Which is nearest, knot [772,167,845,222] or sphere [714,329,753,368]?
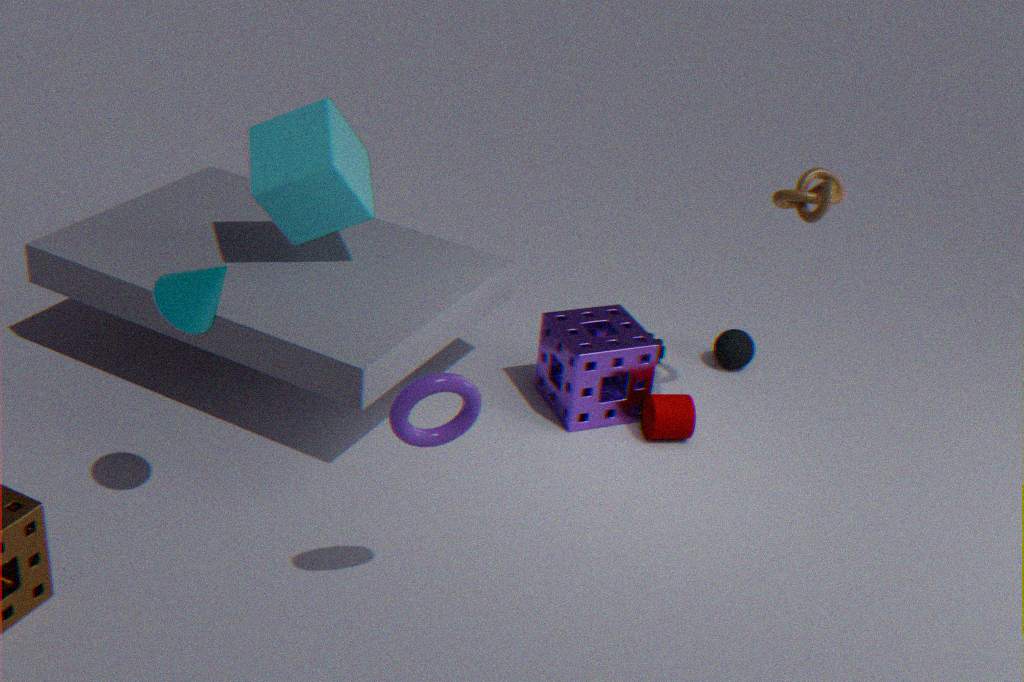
knot [772,167,845,222]
